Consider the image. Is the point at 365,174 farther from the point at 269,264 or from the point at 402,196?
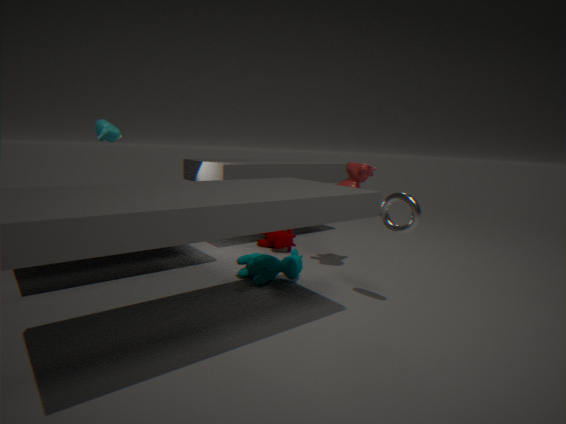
the point at 269,264
